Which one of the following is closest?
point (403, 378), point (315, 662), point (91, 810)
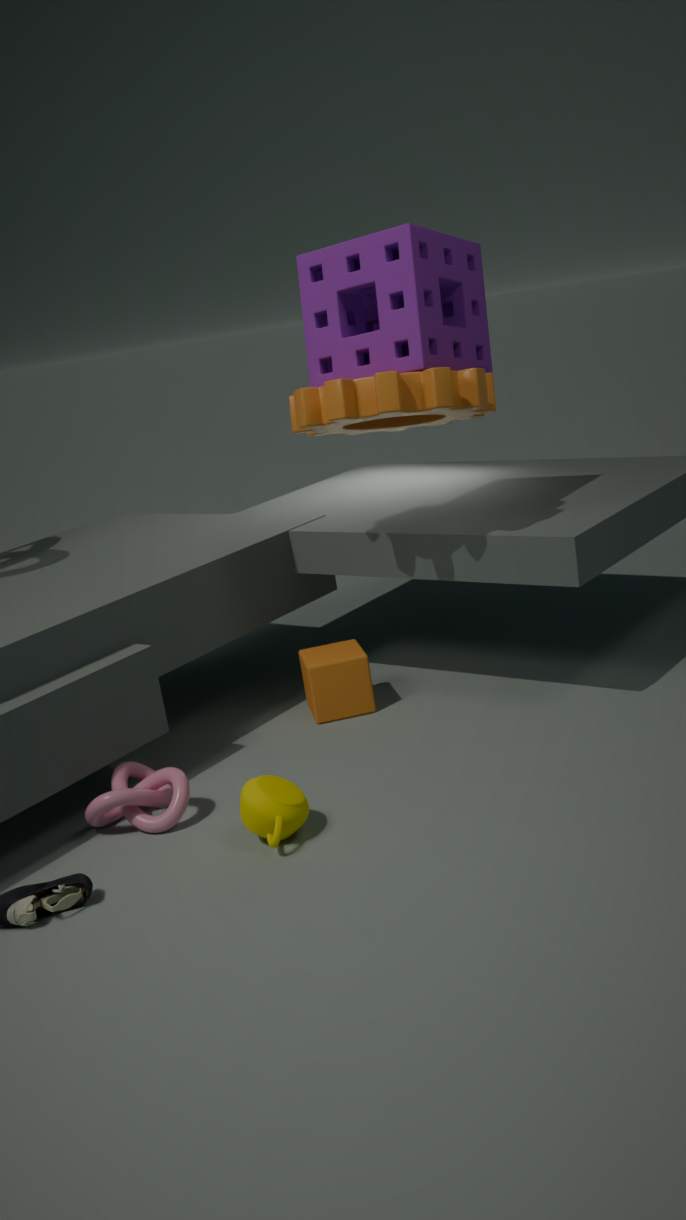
point (91, 810)
